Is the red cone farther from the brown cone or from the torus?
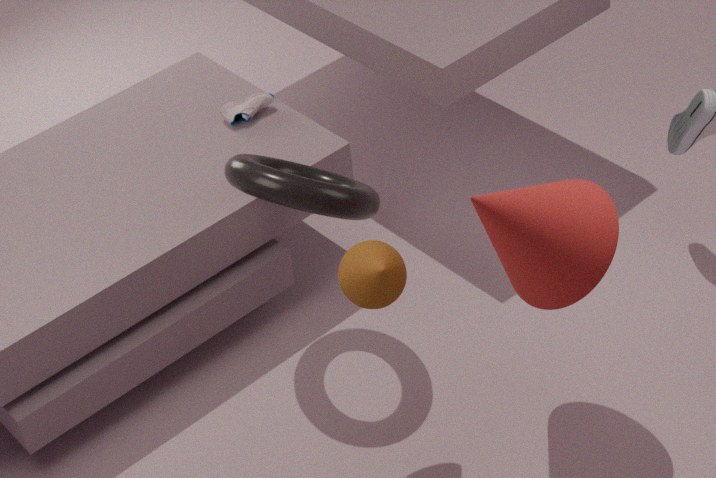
the torus
